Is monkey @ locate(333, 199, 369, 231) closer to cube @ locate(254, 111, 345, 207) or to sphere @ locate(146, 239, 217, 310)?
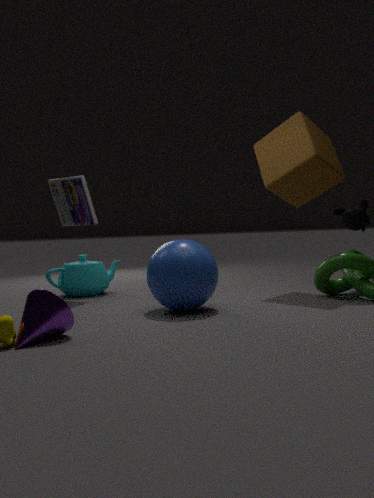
cube @ locate(254, 111, 345, 207)
